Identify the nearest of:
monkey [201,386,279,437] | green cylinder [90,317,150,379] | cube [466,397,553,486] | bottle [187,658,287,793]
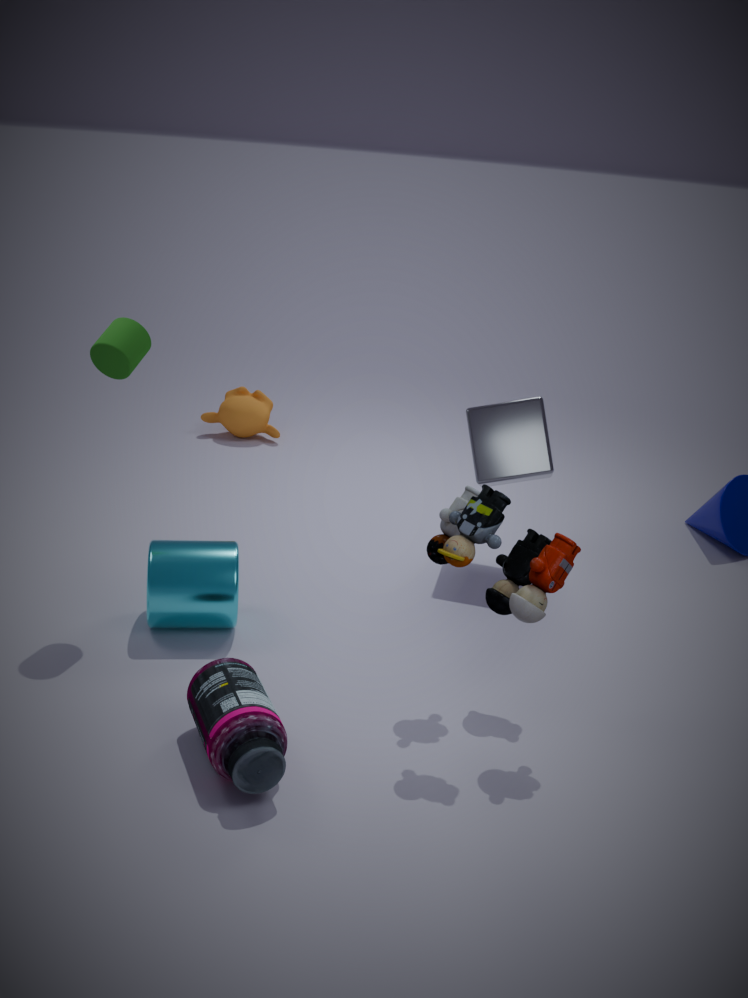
bottle [187,658,287,793]
